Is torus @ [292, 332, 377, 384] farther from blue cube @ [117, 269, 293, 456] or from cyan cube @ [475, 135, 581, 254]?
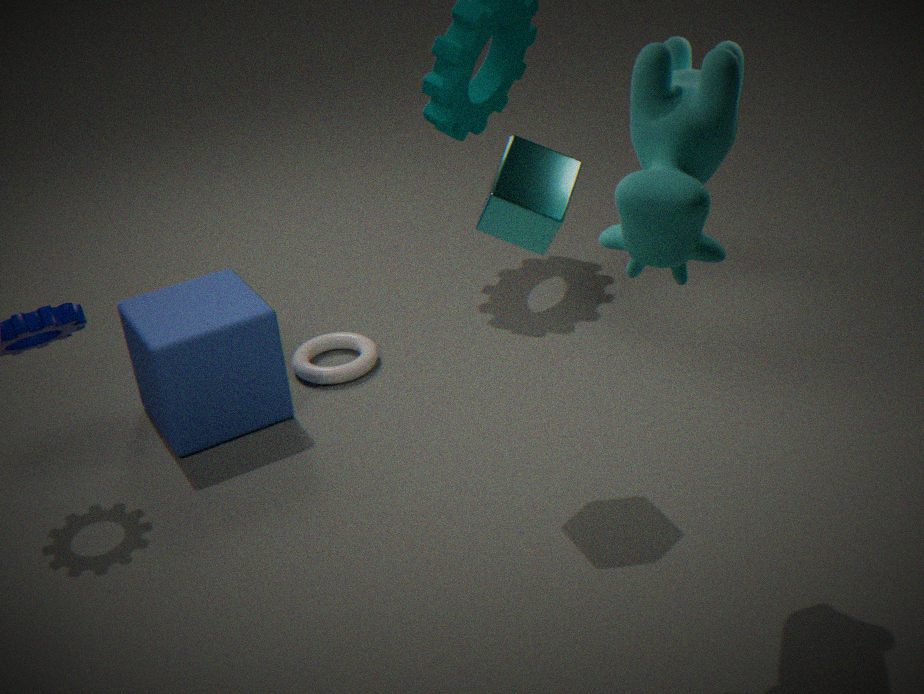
cyan cube @ [475, 135, 581, 254]
